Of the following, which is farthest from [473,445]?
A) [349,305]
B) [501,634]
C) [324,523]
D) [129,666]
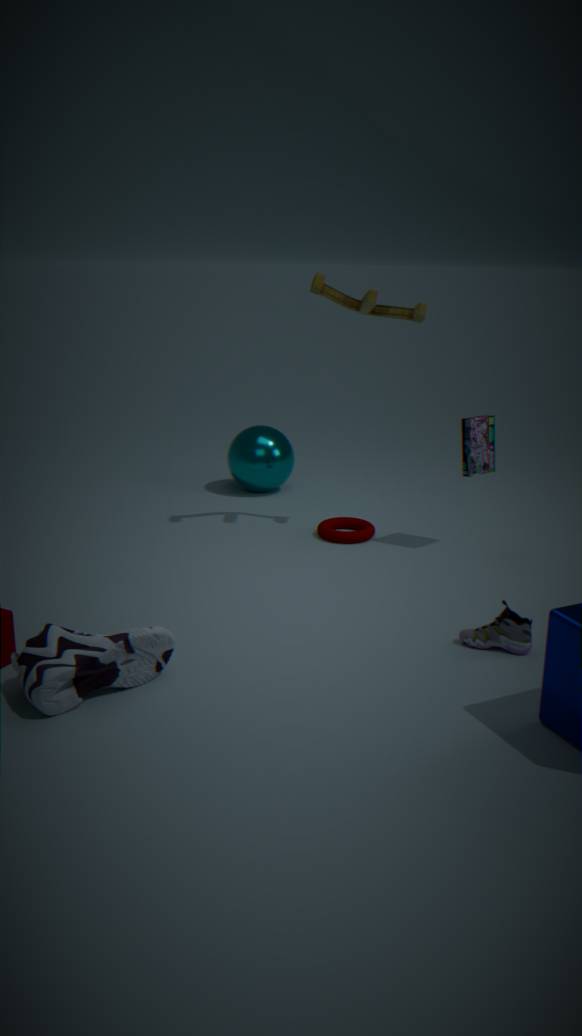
[129,666]
